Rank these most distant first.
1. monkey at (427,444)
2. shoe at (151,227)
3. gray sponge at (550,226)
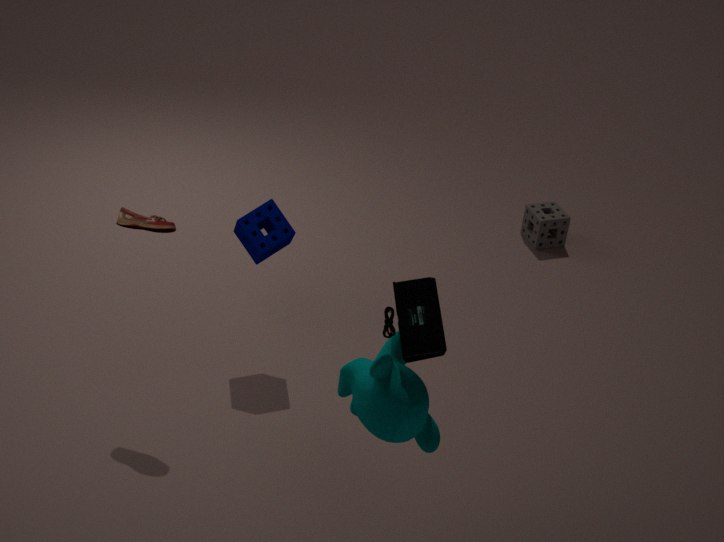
gray sponge at (550,226)
shoe at (151,227)
monkey at (427,444)
